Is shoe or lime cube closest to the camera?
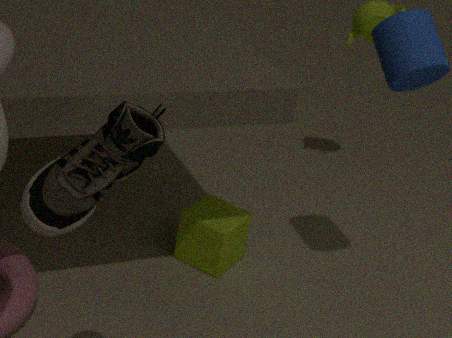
shoe
